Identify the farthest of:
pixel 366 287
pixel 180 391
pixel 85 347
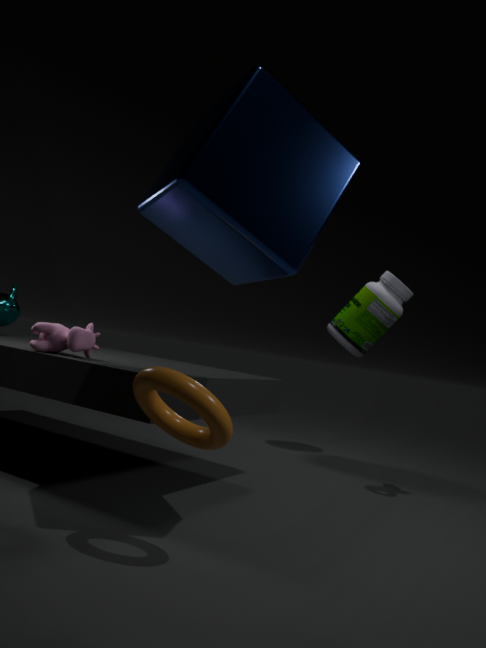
pixel 366 287
